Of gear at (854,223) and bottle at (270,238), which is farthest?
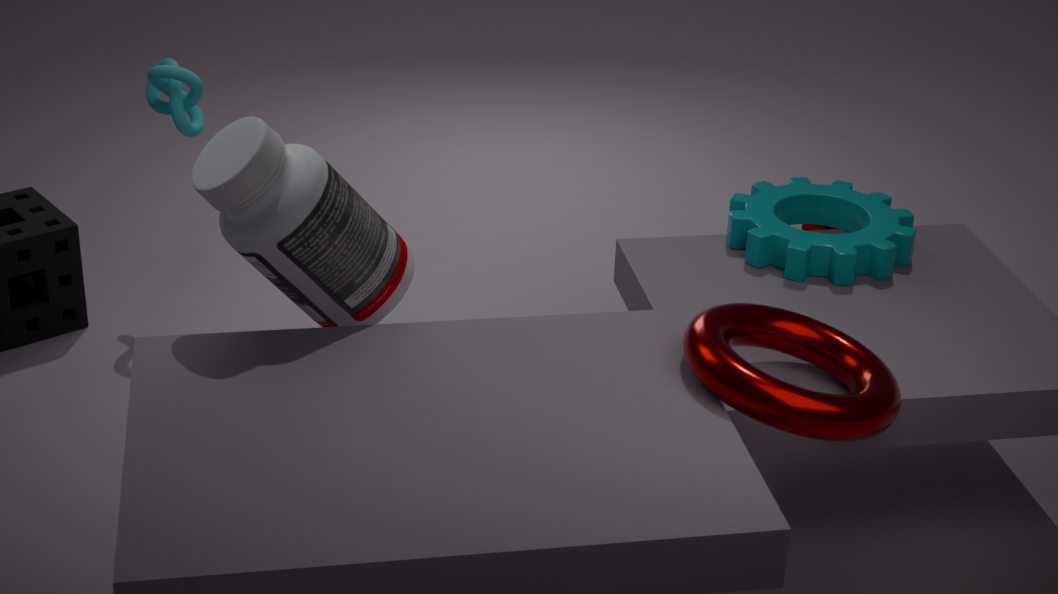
gear at (854,223)
